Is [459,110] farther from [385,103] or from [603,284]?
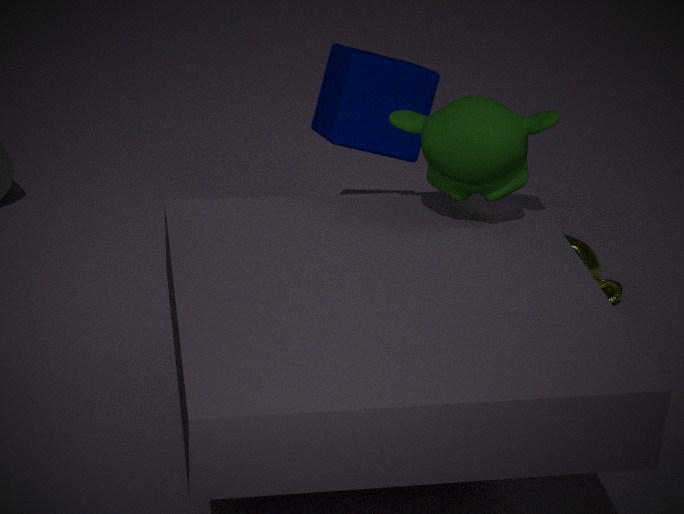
[603,284]
